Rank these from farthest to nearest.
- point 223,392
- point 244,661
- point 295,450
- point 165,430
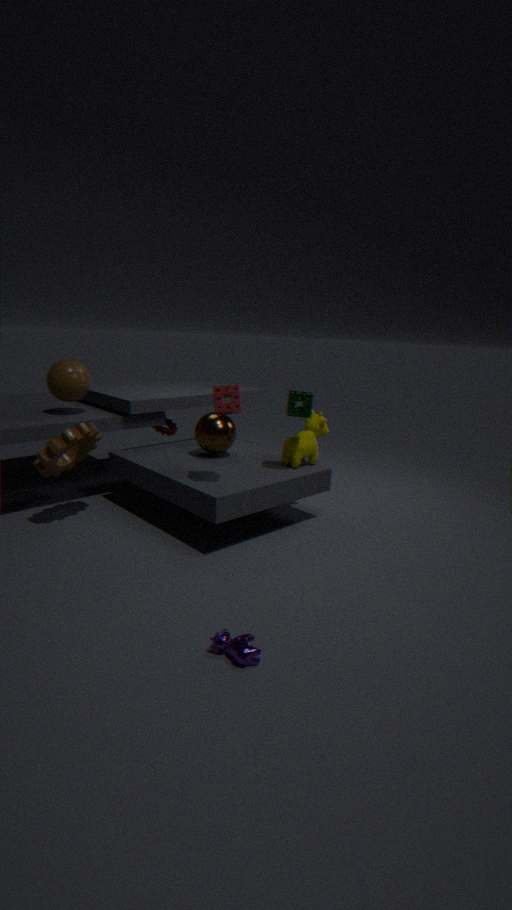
point 165,430
point 295,450
point 223,392
point 244,661
